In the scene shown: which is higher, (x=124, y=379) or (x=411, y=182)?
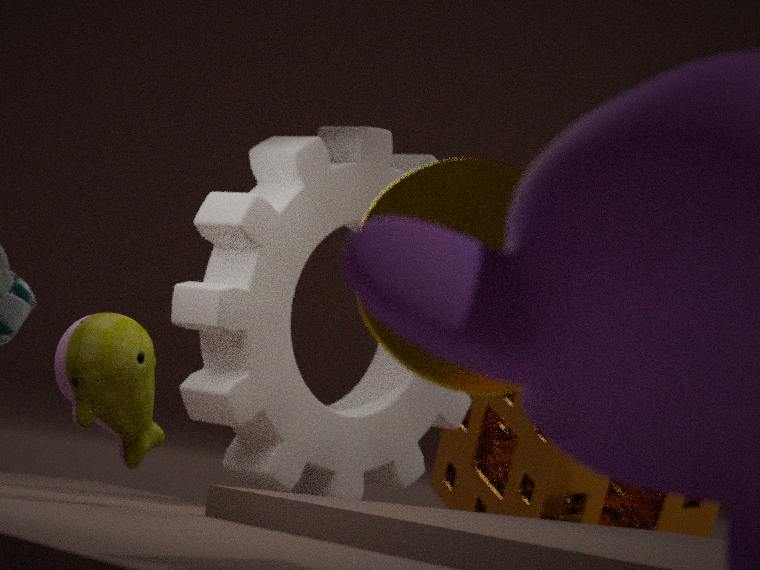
(x=411, y=182)
